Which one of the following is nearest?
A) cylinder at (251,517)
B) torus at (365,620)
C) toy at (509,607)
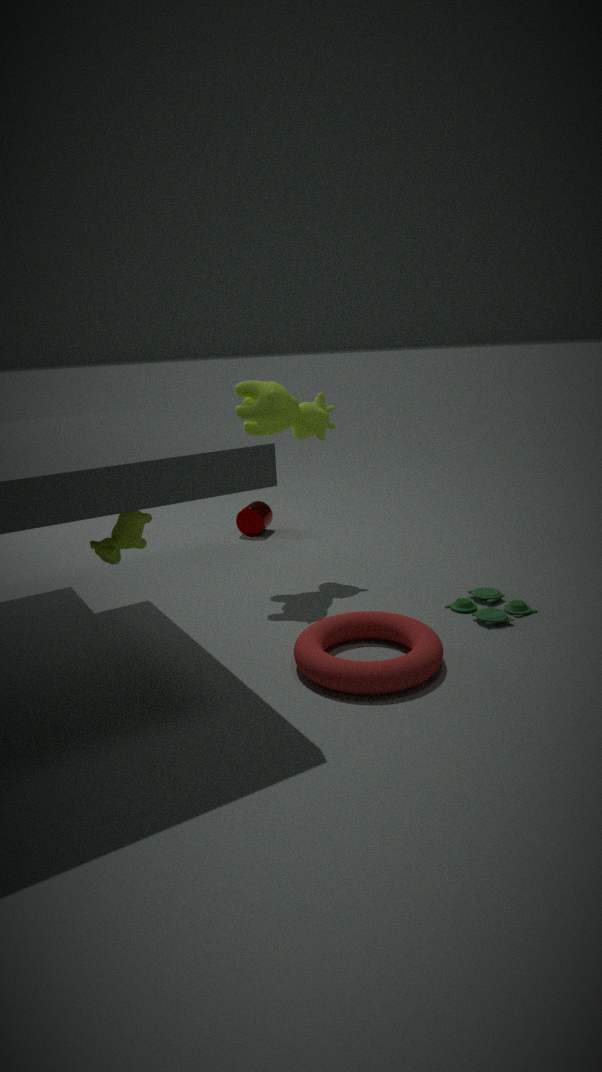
torus at (365,620)
